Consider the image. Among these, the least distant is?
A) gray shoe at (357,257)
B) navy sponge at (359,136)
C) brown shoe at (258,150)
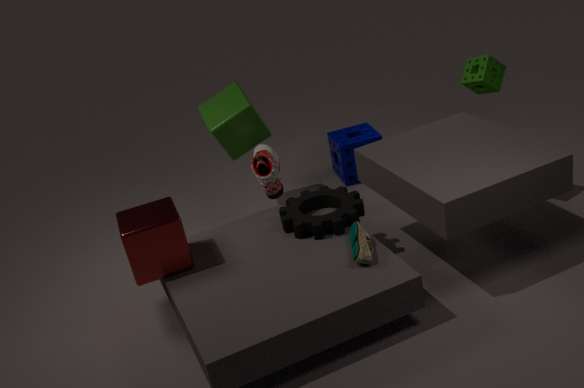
gray shoe at (357,257)
